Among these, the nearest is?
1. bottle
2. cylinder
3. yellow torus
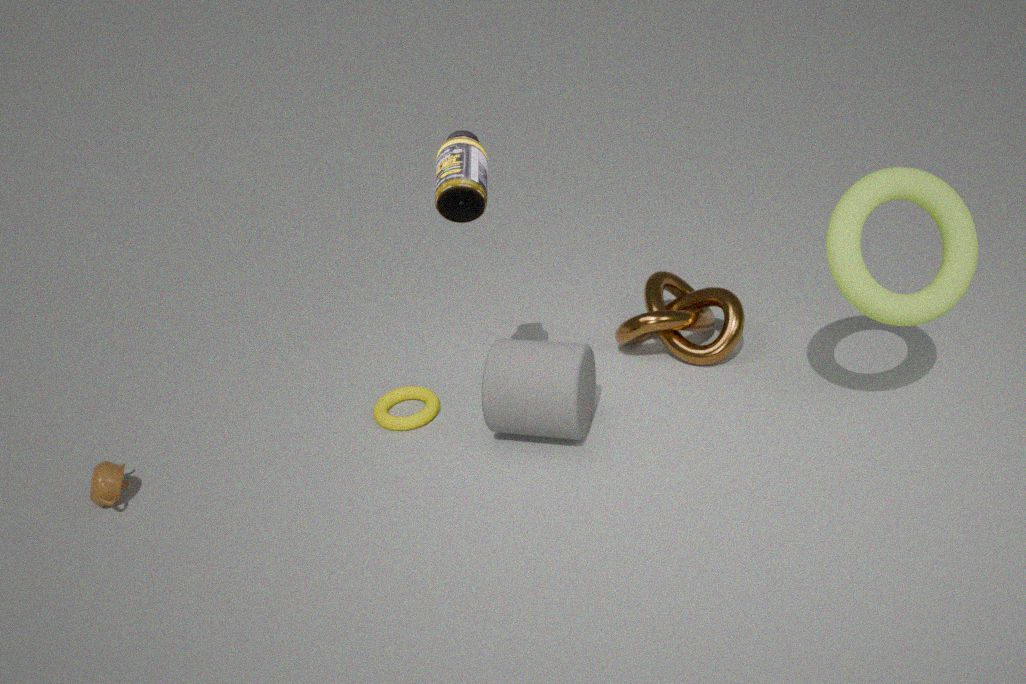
bottle
